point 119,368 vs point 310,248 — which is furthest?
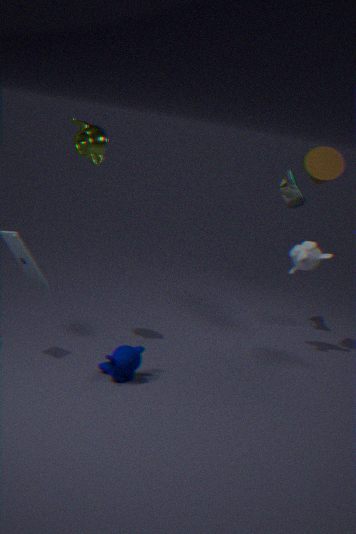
point 310,248
